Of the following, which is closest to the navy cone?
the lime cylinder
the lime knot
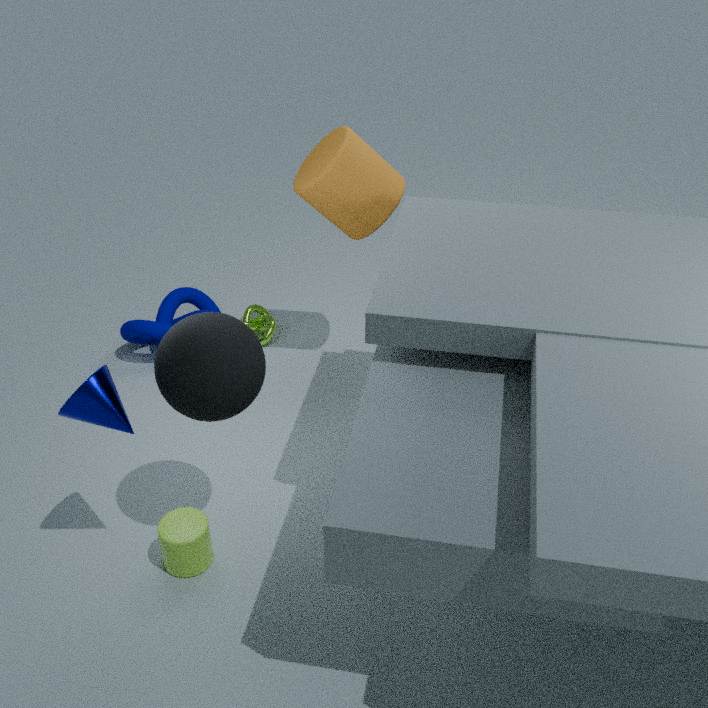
the lime cylinder
